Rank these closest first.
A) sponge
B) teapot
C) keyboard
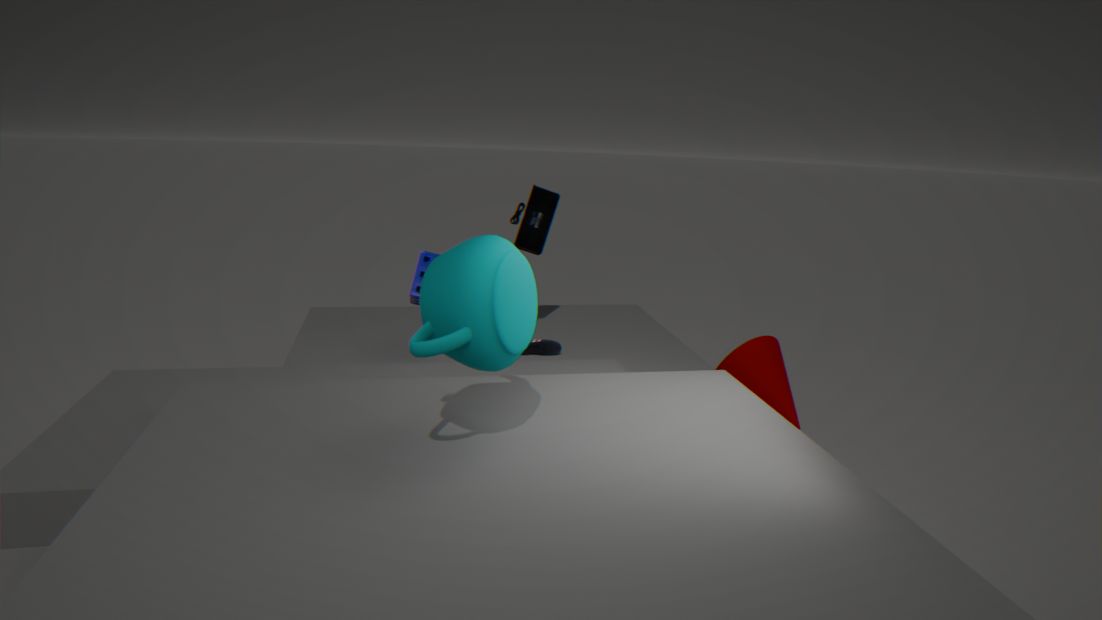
teapot → sponge → keyboard
